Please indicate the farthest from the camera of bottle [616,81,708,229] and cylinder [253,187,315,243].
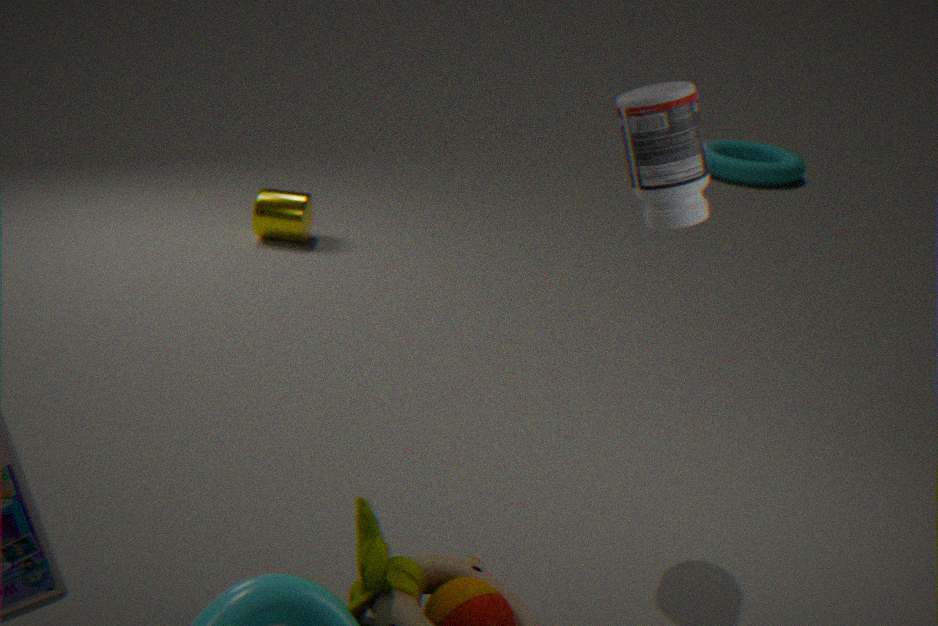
cylinder [253,187,315,243]
